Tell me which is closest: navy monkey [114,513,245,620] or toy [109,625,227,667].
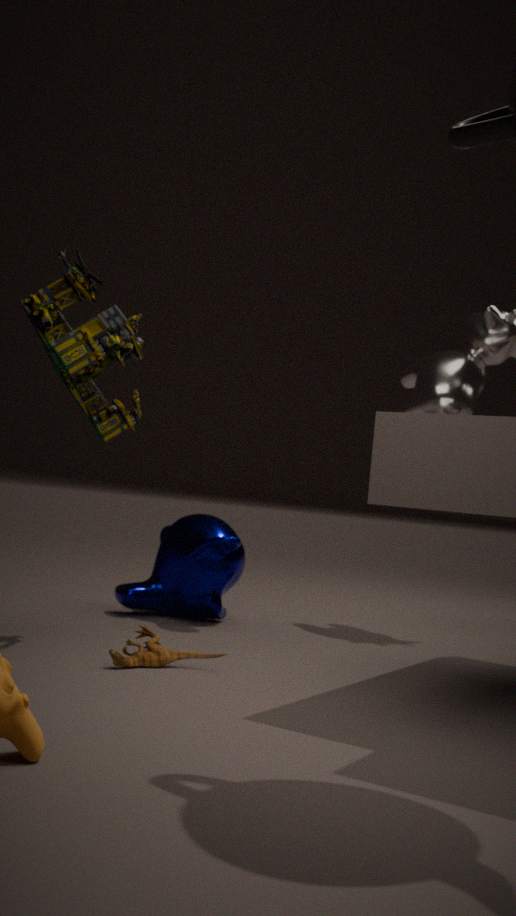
toy [109,625,227,667]
